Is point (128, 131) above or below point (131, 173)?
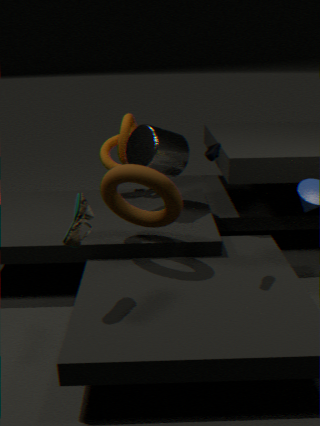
above
